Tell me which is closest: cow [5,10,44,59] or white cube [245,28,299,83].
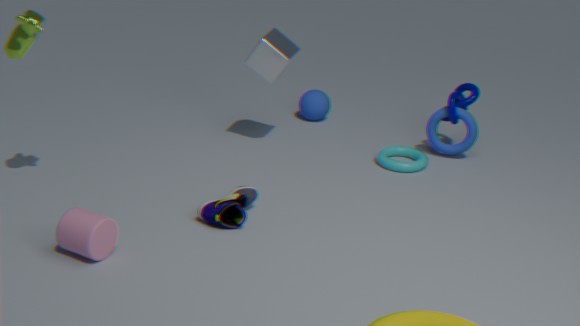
cow [5,10,44,59]
